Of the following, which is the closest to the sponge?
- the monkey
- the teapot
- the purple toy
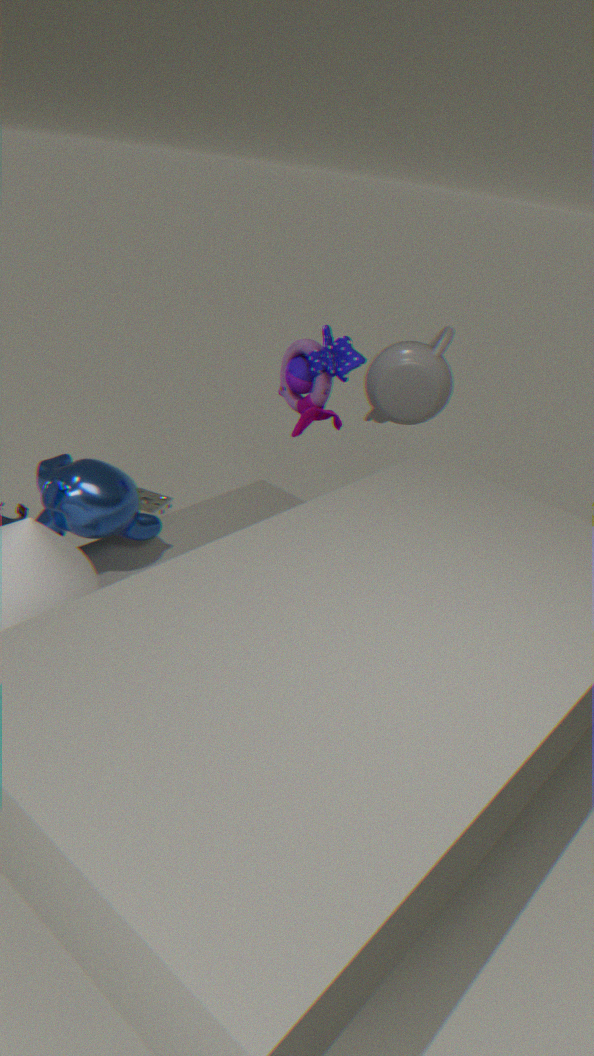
the monkey
